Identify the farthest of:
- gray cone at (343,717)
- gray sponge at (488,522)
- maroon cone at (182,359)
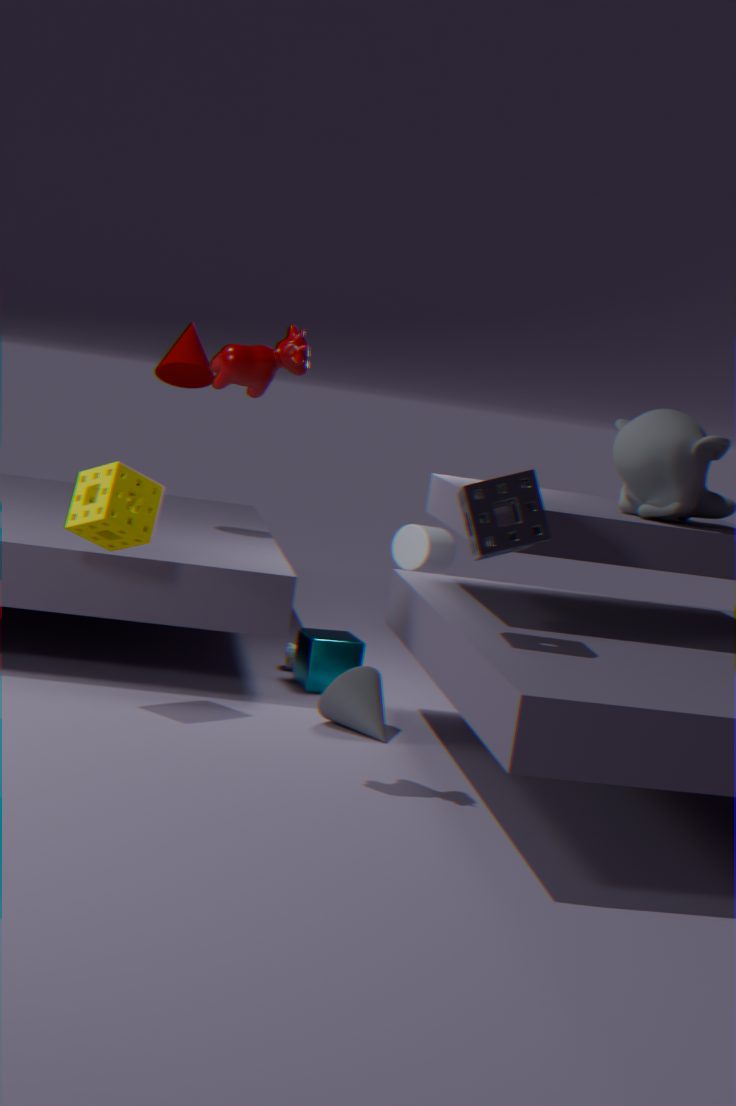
maroon cone at (182,359)
